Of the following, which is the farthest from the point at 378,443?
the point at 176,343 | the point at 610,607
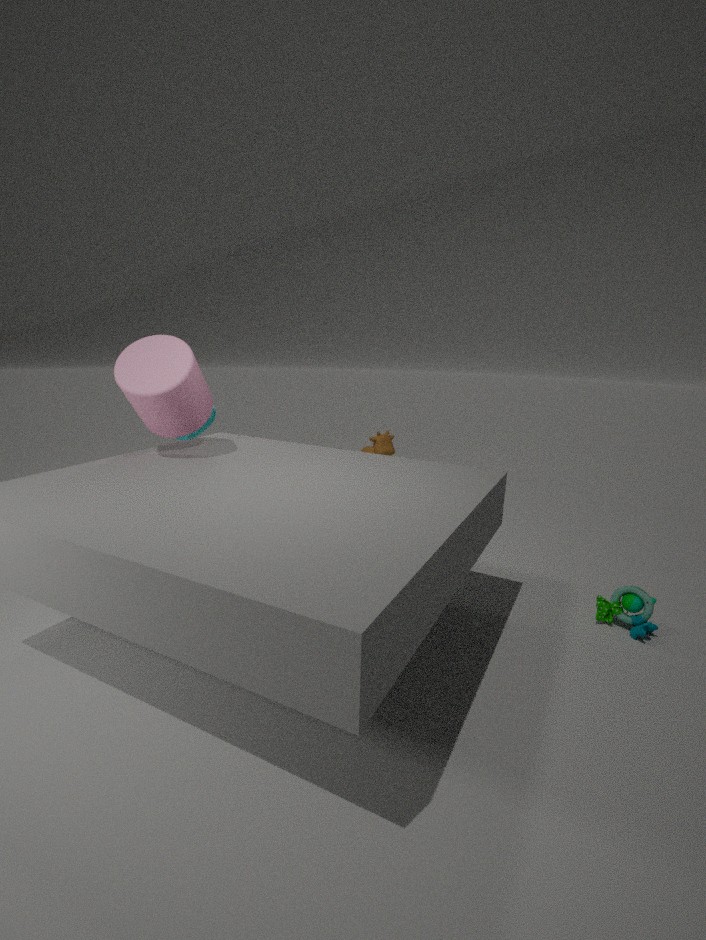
the point at 610,607
